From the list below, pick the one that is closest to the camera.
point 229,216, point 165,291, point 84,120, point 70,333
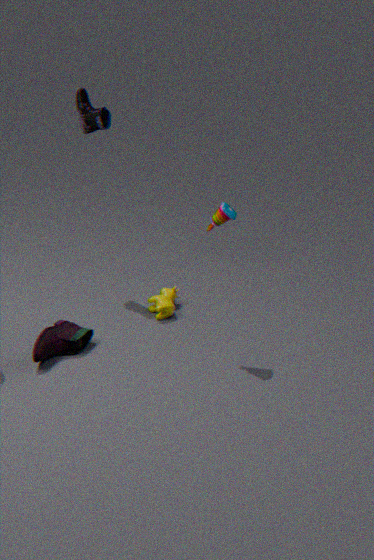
point 229,216
